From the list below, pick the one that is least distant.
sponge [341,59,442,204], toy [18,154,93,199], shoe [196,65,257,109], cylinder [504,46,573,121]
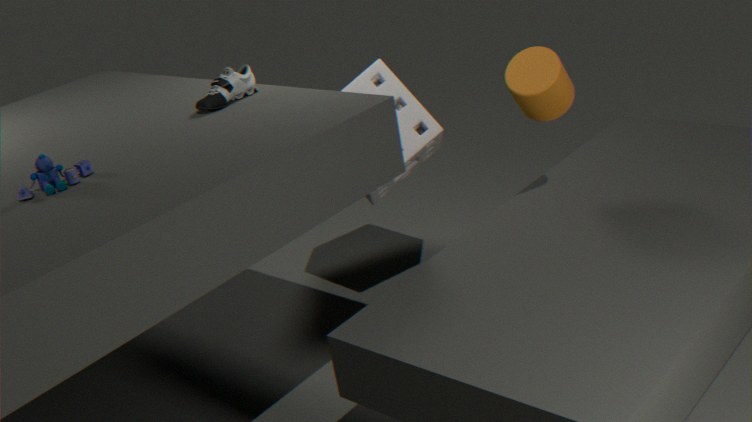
toy [18,154,93,199]
